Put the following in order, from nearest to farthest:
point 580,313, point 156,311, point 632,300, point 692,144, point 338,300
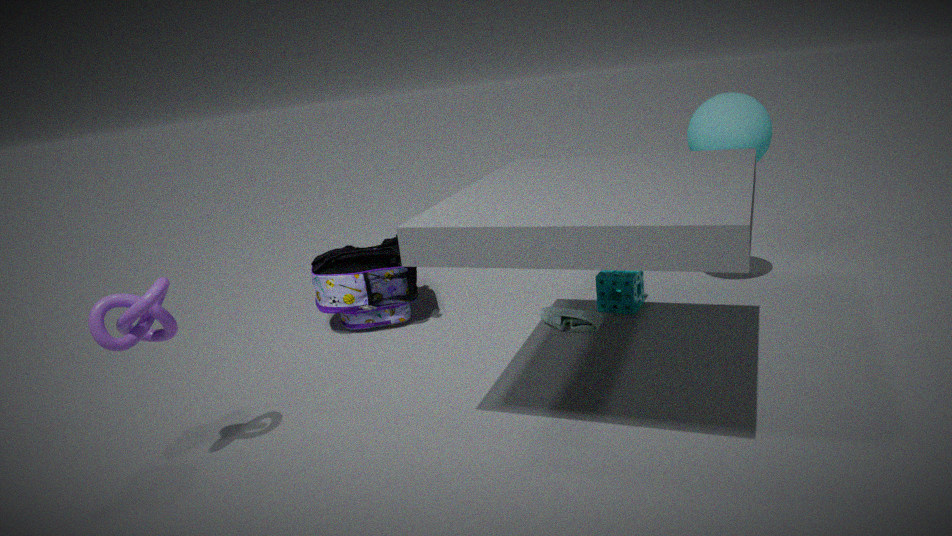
point 156,311
point 580,313
point 692,144
point 632,300
point 338,300
